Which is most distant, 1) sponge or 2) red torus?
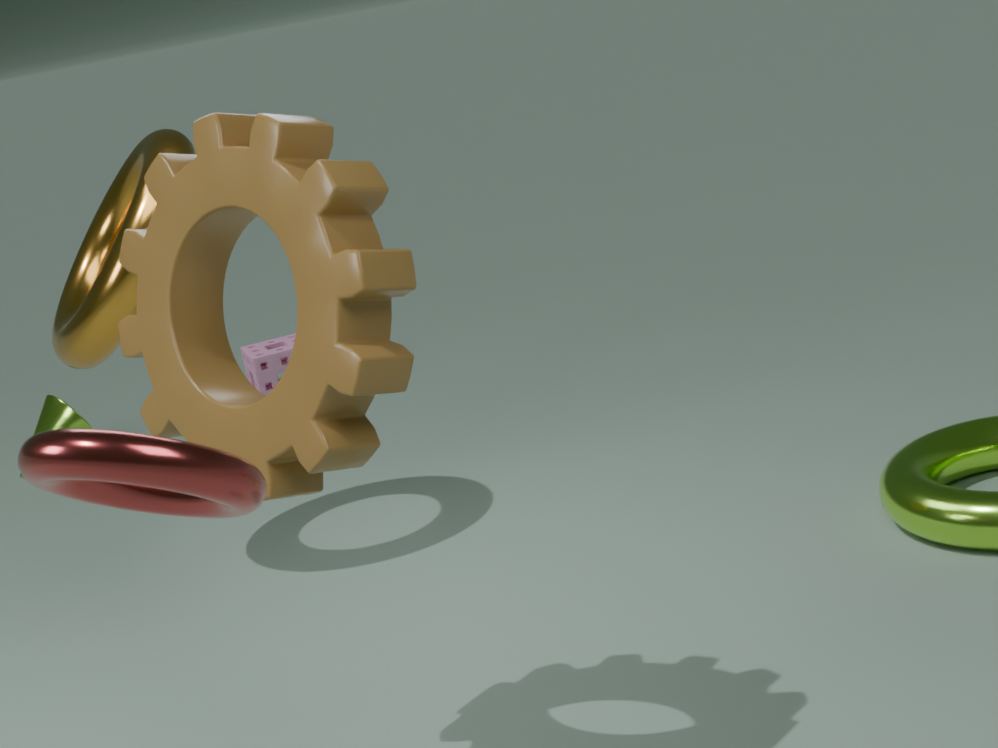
1. sponge
